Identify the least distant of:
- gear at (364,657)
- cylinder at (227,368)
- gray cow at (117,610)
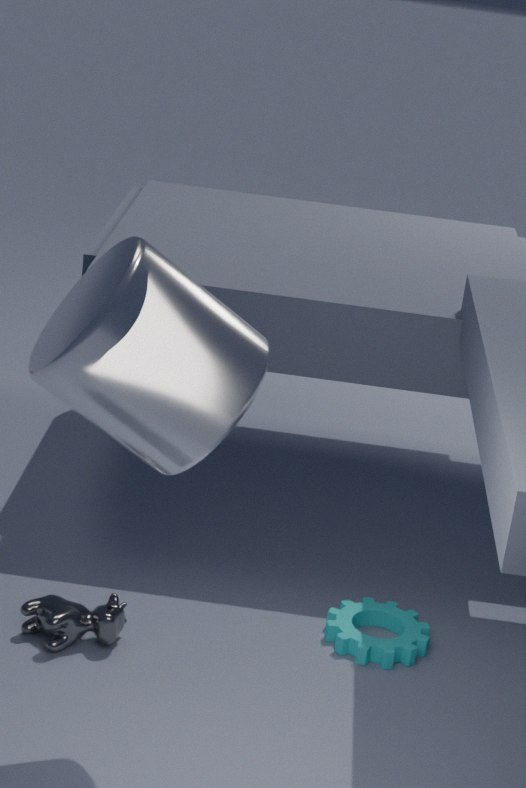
cylinder at (227,368)
